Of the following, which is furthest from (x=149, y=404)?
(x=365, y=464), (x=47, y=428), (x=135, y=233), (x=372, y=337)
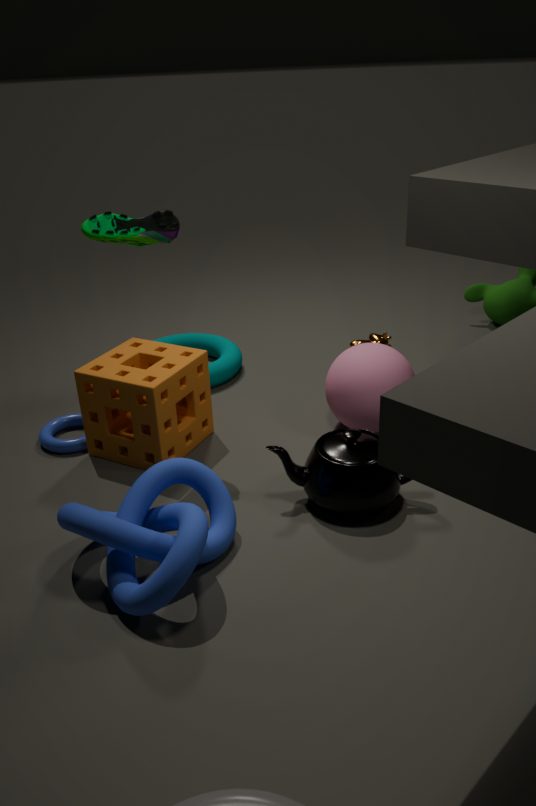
(x=372, y=337)
